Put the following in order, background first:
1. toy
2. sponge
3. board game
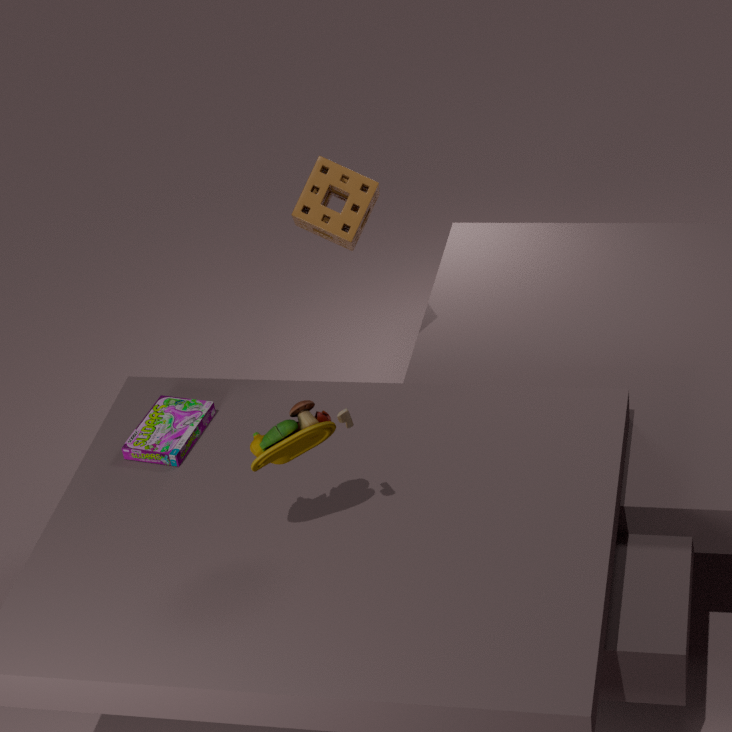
1. sponge
2. board game
3. toy
